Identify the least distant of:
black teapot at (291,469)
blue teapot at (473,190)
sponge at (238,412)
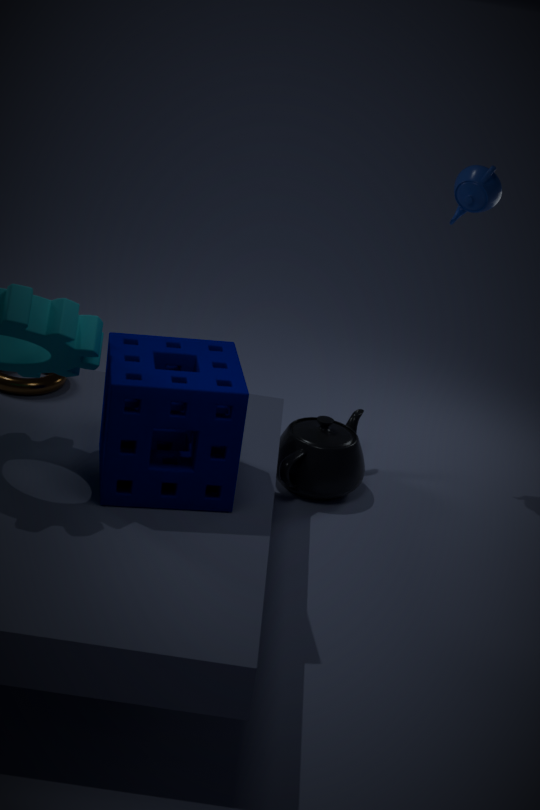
sponge at (238,412)
